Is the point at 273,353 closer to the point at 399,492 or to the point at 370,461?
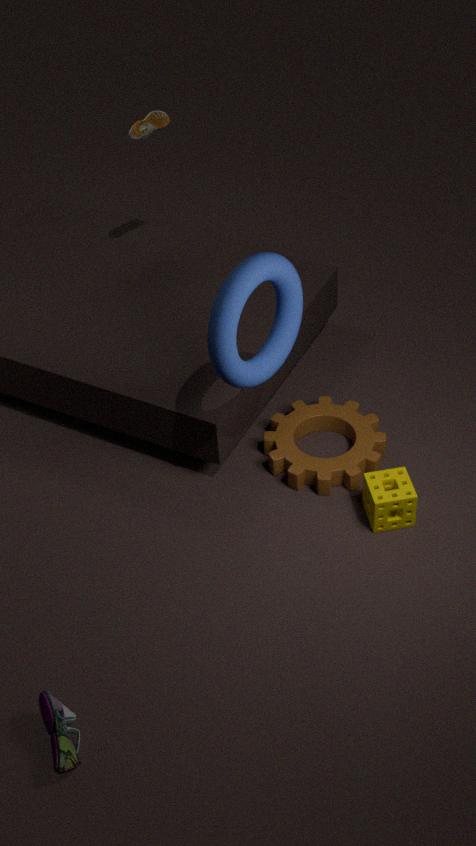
the point at 370,461
